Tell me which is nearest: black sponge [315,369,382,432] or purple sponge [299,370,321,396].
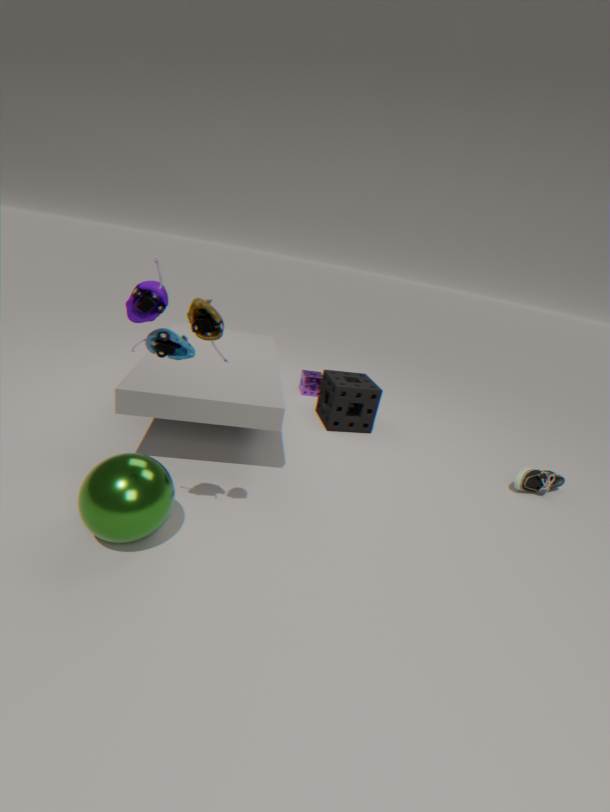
black sponge [315,369,382,432]
